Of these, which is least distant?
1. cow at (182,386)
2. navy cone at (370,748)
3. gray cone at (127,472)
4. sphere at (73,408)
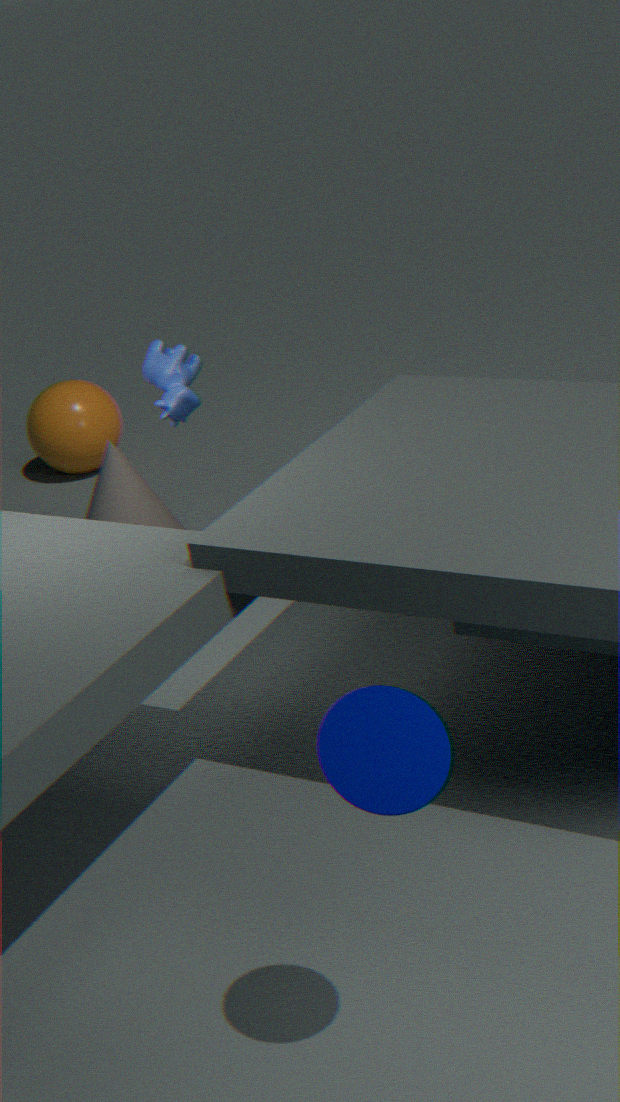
navy cone at (370,748)
